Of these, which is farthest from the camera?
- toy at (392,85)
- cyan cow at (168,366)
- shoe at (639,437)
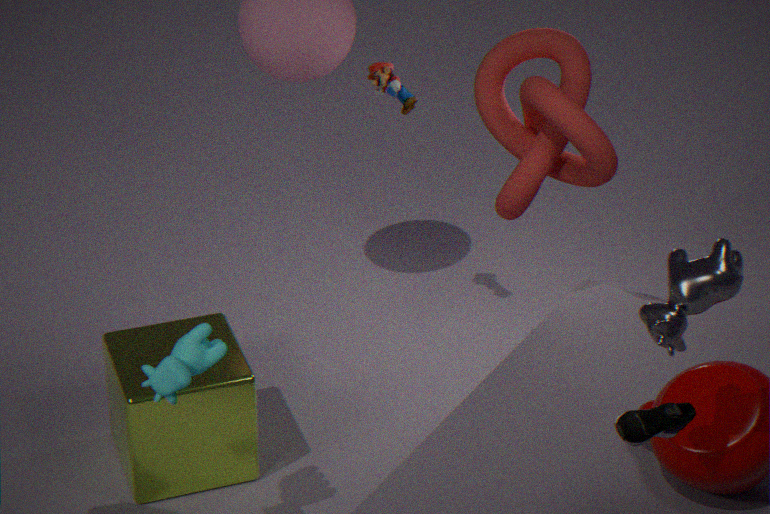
toy at (392,85)
